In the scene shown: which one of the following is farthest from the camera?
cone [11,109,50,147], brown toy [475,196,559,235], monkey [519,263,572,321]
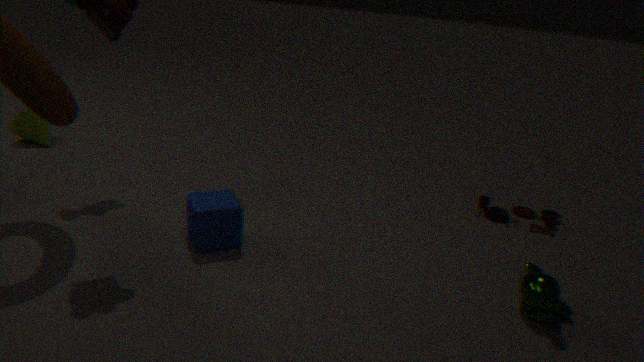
cone [11,109,50,147]
